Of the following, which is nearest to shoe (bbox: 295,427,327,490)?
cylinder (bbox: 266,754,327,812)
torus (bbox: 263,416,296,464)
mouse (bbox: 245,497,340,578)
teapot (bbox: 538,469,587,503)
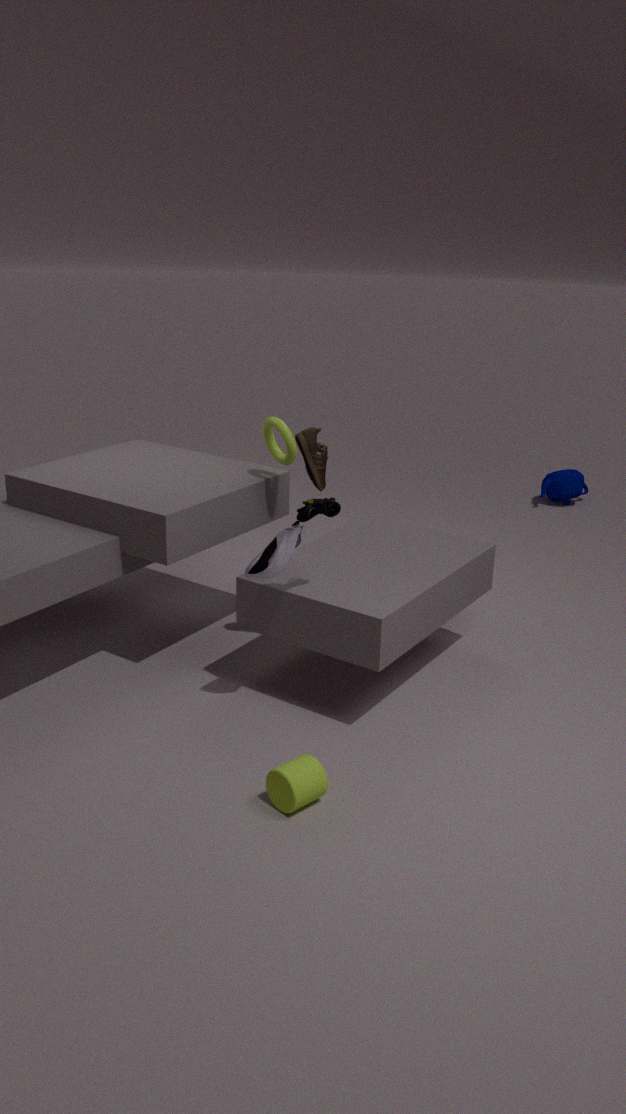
torus (bbox: 263,416,296,464)
